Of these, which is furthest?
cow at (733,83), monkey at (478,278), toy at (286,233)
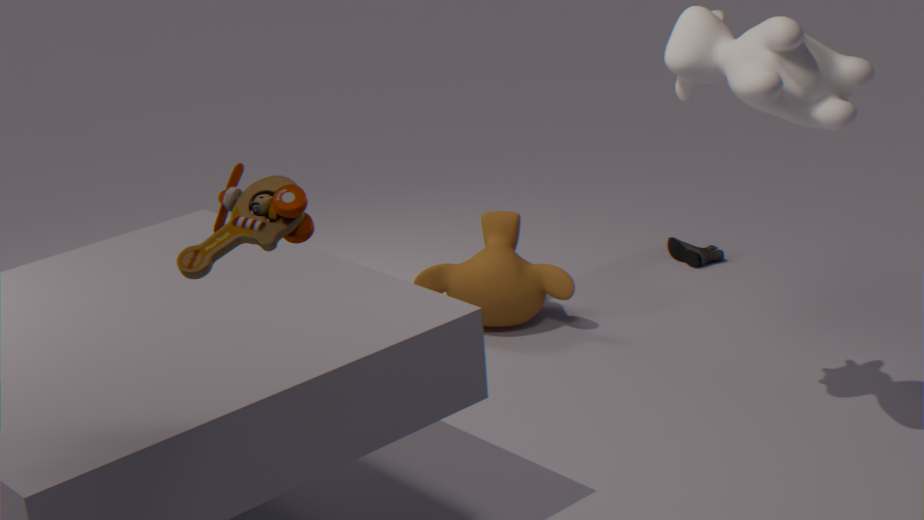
monkey at (478,278)
